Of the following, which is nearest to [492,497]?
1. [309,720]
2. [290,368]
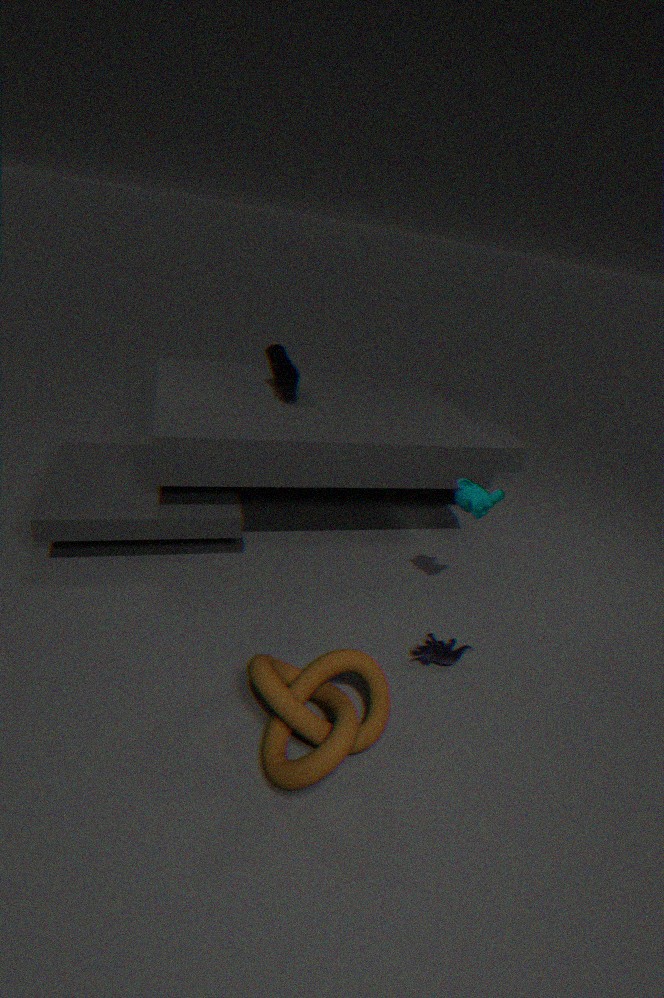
[309,720]
